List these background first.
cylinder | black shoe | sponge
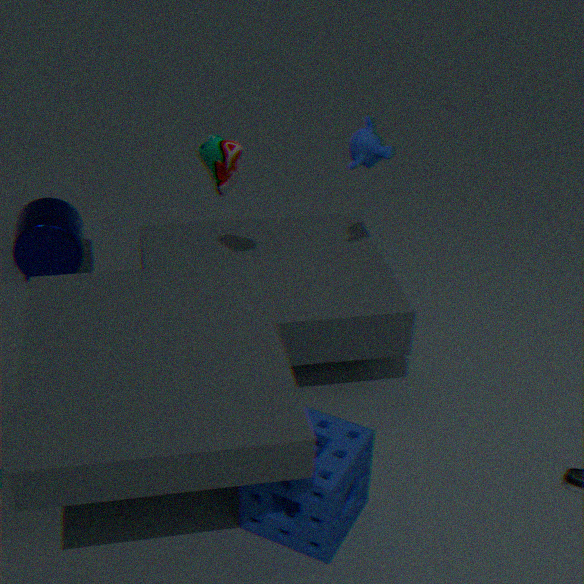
cylinder
black shoe
sponge
